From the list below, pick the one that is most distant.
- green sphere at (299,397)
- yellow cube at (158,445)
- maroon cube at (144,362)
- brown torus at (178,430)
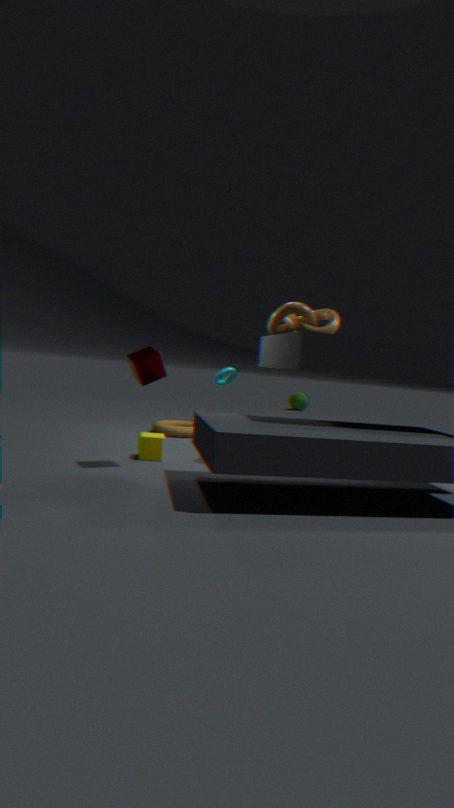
green sphere at (299,397)
